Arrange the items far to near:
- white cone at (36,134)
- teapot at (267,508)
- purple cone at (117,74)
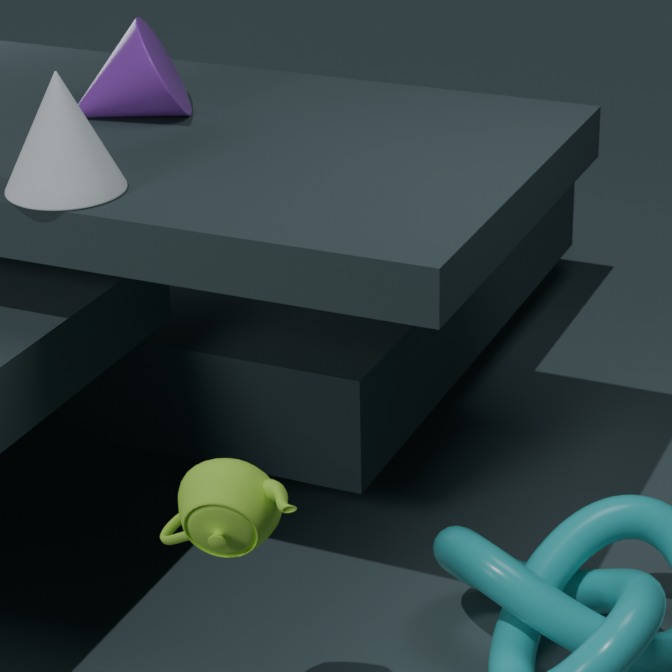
purple cone at (117,74) < white cone at (36,134) < teapot at (267,508)
